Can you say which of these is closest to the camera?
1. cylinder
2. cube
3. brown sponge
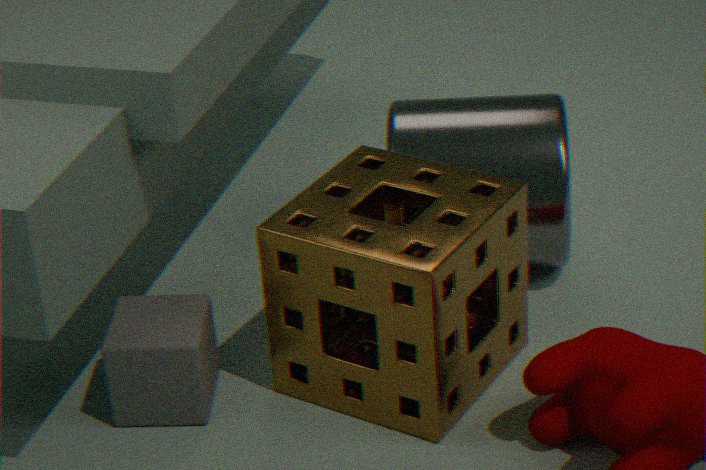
brown sponge
